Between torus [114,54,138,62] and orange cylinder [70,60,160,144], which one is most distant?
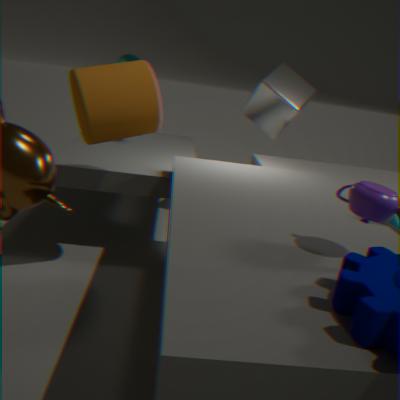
torus [114,54,138,62]
